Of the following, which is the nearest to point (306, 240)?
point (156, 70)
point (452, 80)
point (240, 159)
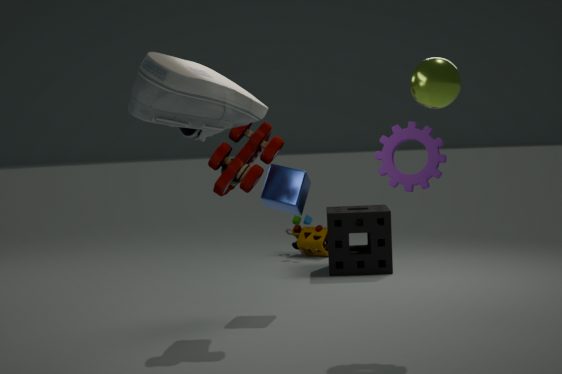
point (240, 159)
